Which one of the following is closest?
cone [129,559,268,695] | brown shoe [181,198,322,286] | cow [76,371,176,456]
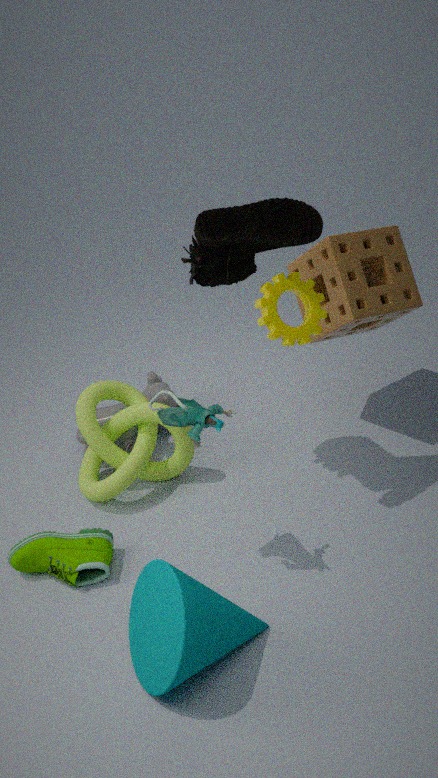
cone [129,559,268,695]
